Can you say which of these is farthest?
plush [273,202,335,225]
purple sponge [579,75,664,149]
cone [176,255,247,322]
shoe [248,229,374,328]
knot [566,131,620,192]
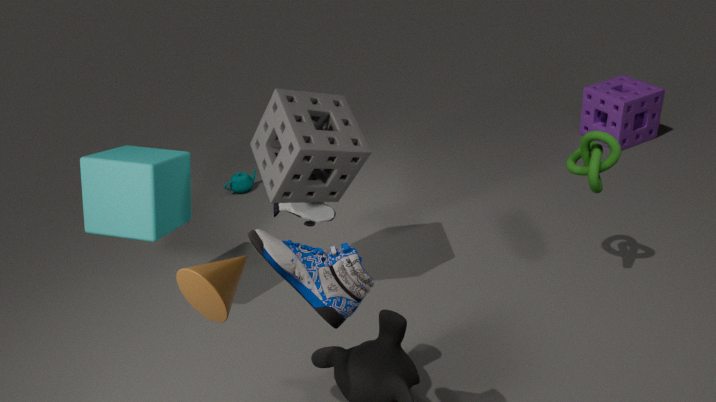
purple sponge [579,75,664,149]
